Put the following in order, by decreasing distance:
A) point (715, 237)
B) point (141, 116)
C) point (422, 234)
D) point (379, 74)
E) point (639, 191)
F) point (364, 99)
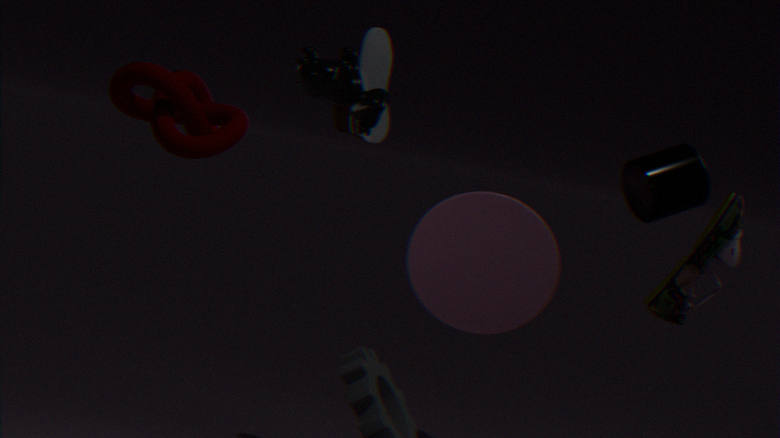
point (422, 234), point (639, 191), point (715, 237), point (379, 74), point (364, 99), point (141, 116)
